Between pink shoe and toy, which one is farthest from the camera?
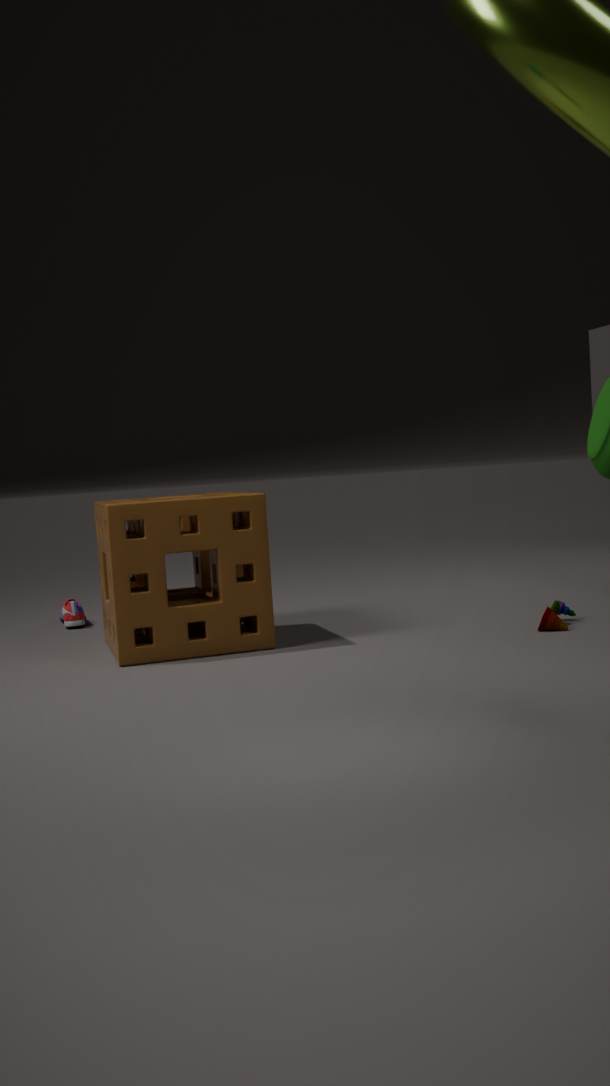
pink shoe
